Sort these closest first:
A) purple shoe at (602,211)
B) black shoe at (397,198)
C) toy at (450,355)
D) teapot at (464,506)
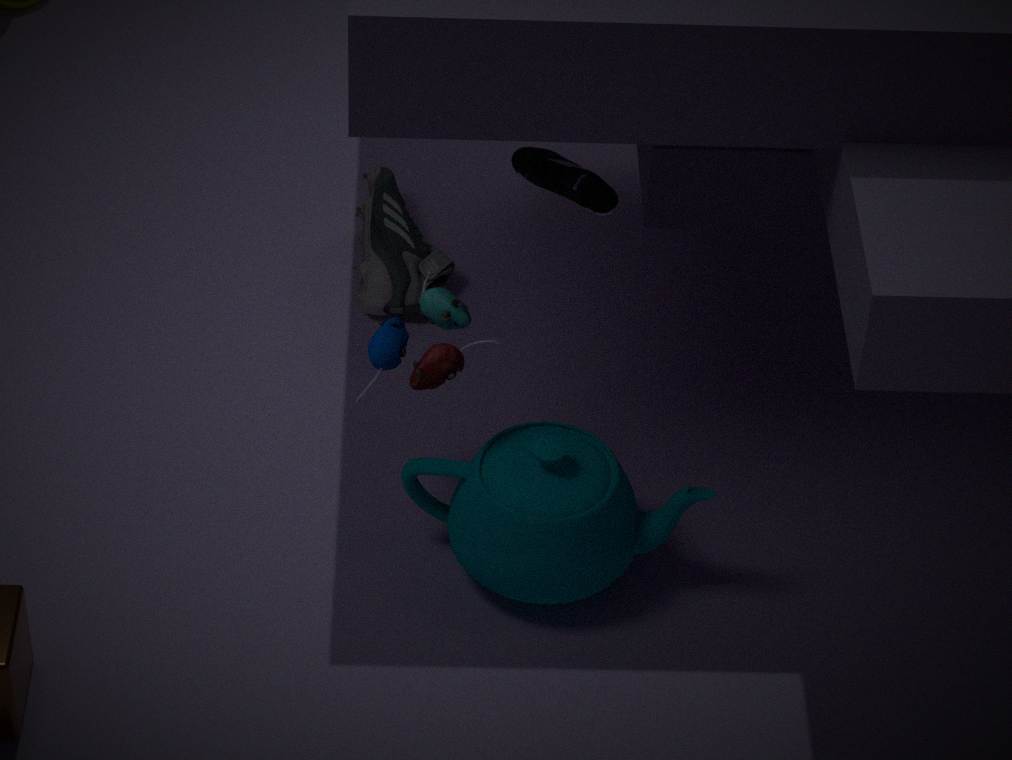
toy at (450,355) < teapot at (464,506) < purple shoe at (602,211) < black shoe at (397,198)
